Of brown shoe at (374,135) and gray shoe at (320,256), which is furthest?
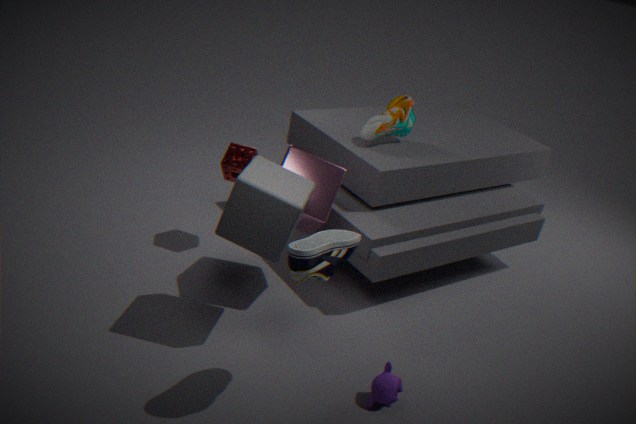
brown shoe at (374,135)
